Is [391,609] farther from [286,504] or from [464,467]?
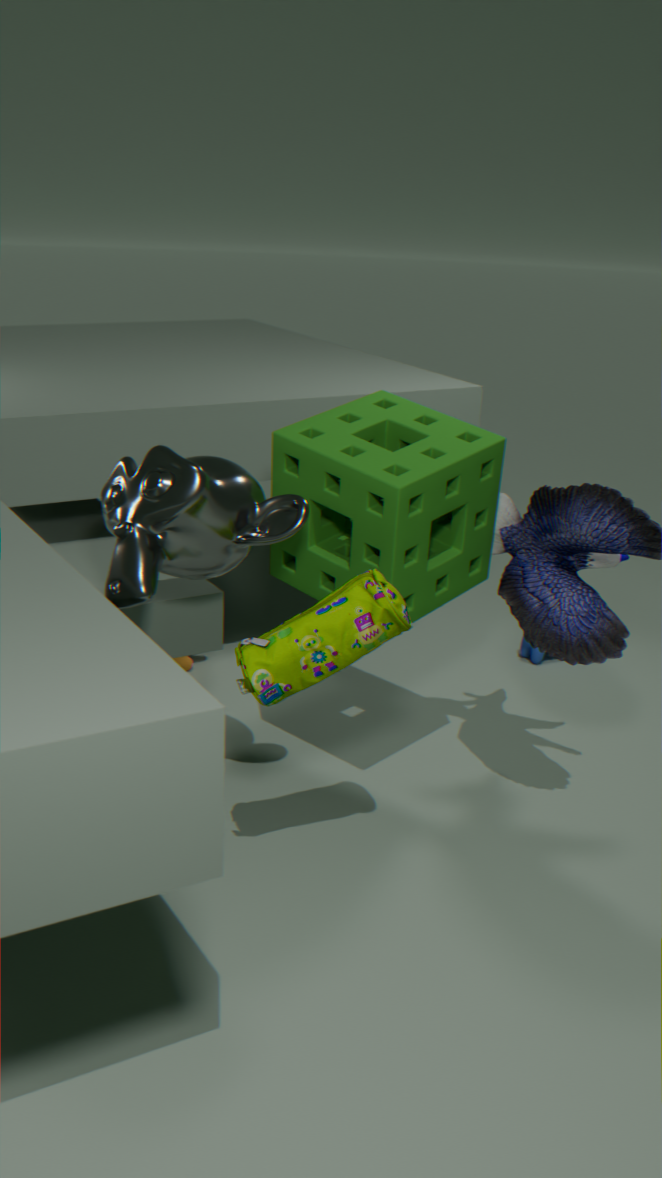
[464,467]
